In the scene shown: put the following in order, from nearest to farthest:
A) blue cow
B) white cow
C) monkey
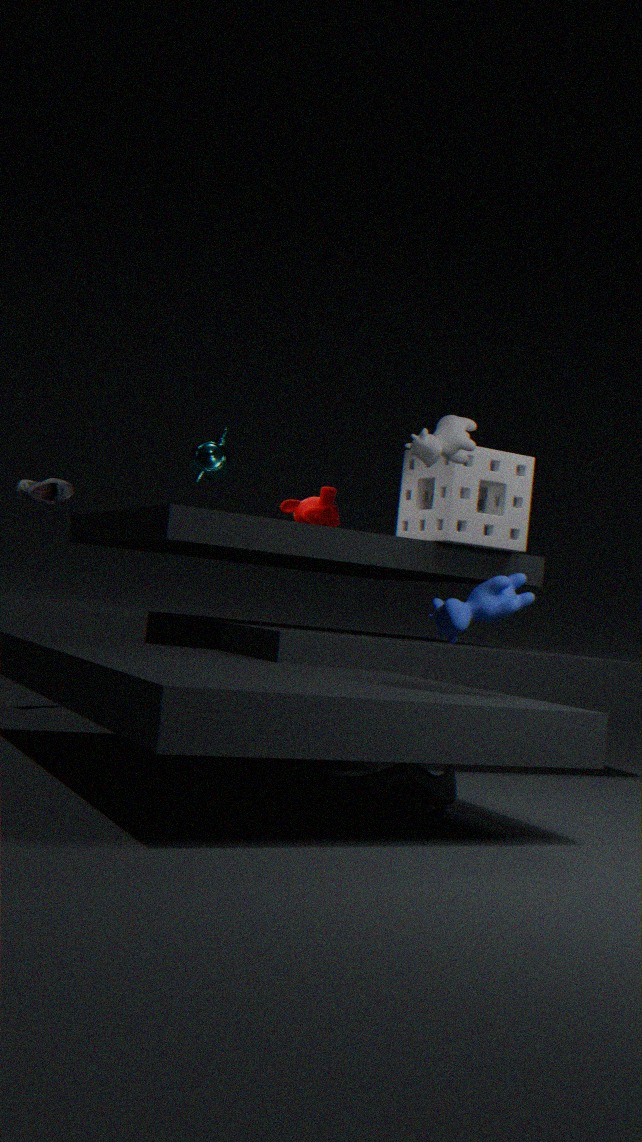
blue cow
white cow
monkey
